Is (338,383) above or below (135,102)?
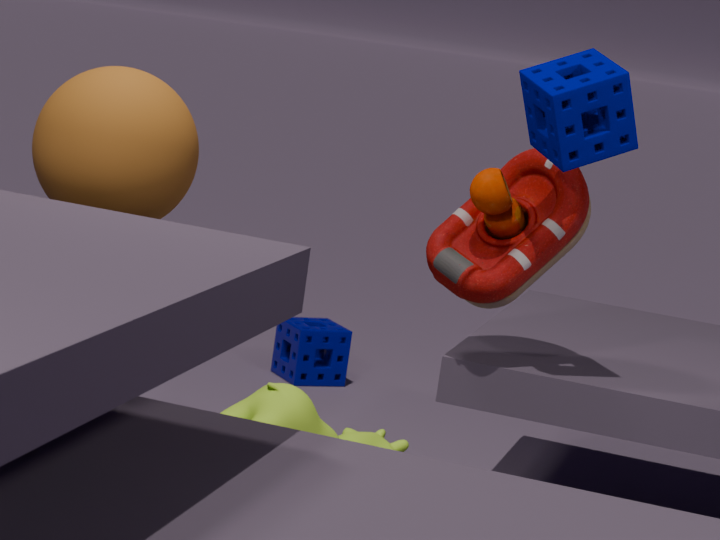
below
